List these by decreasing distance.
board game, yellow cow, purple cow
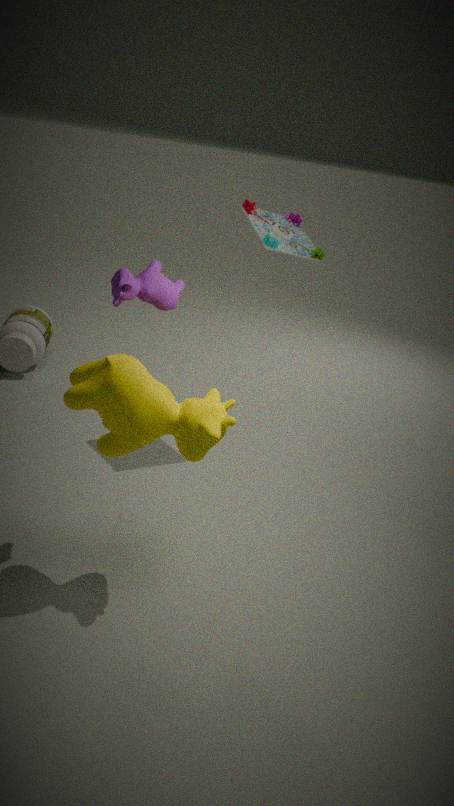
board game, purple cow, yellow cow
